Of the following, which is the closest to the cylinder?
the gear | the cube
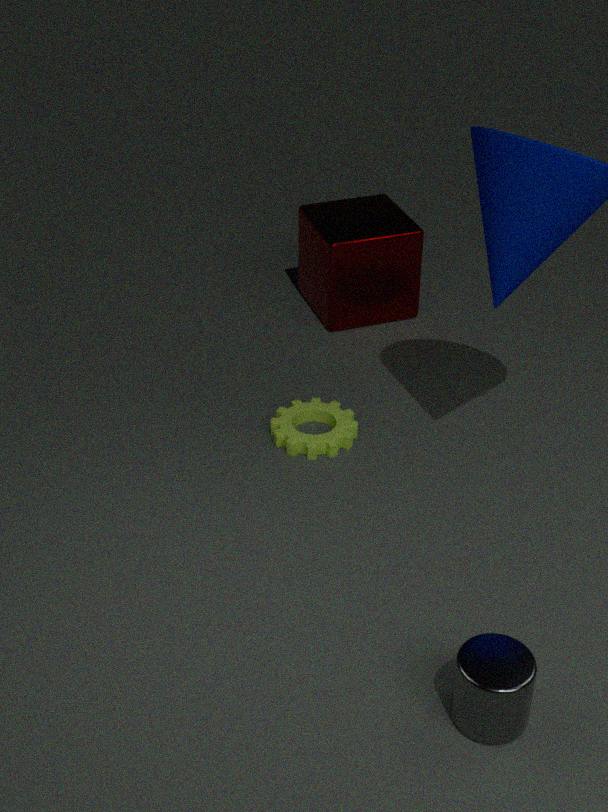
the gear
